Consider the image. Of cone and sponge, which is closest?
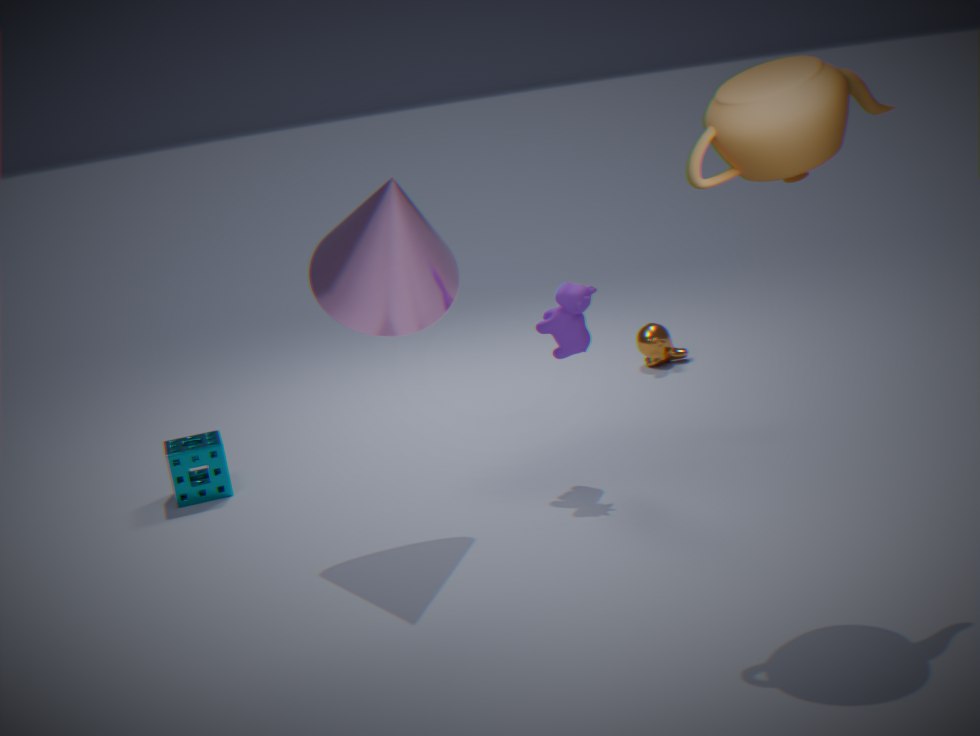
cone
